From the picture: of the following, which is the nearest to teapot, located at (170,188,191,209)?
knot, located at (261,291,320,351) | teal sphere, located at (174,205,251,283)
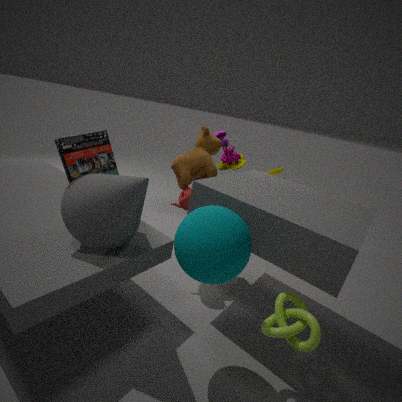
teal sphere, located at (174,205,251,283)
